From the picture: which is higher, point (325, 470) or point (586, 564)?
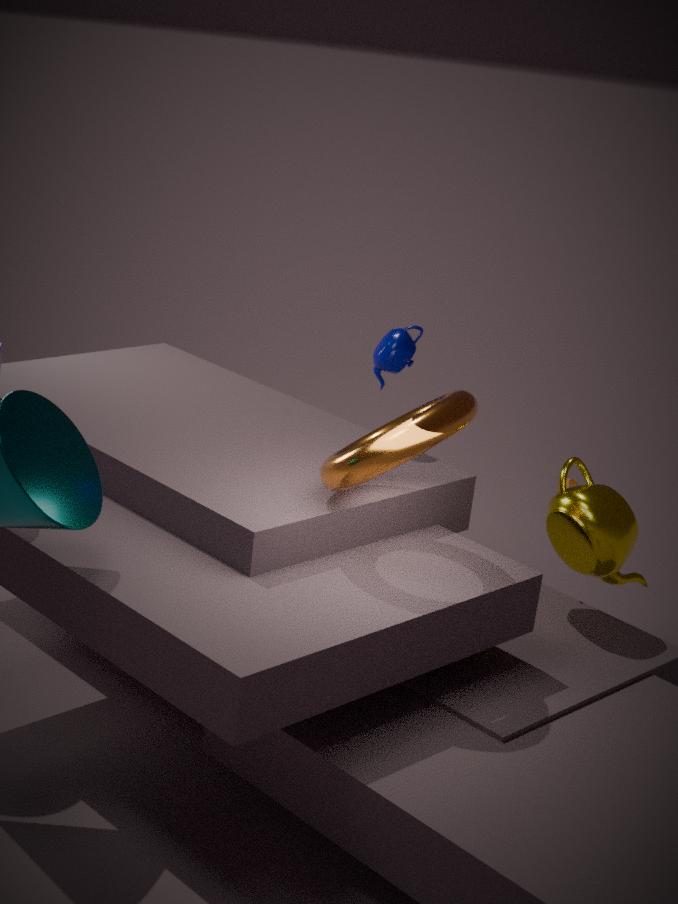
point (325, 470)
